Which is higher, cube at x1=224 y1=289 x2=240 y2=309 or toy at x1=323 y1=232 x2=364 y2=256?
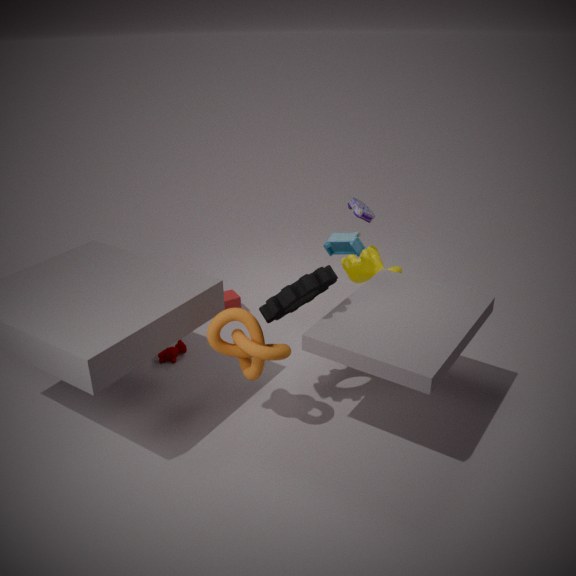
toy at x1=323 y1=232 x2=364 y2=256
